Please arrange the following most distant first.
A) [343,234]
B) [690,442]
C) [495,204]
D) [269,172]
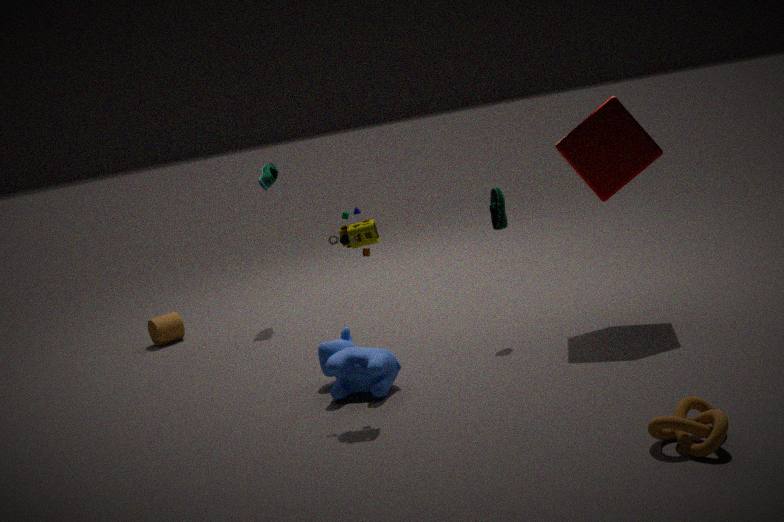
1. D. [269,172]
2. C. [495,204]
3. A. [343,234]
4. B. [690,442]
